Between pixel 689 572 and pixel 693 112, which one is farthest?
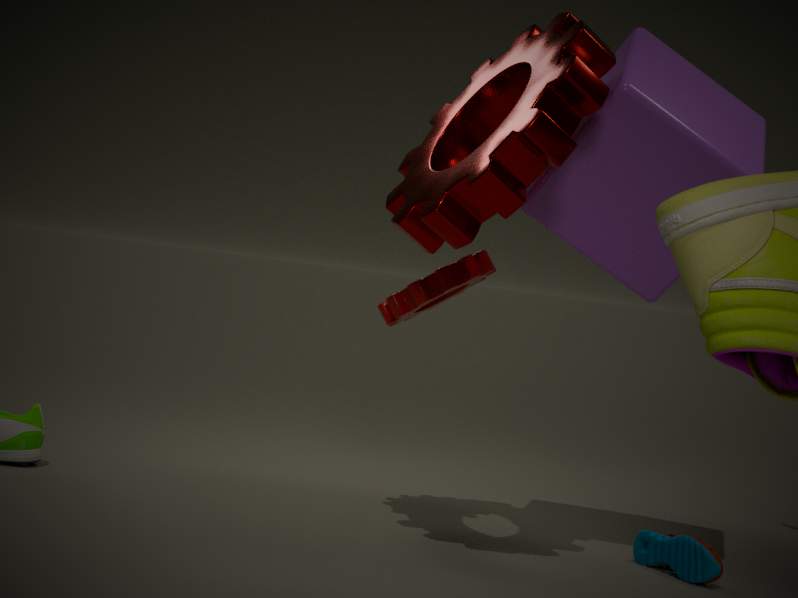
pixel 689 572
